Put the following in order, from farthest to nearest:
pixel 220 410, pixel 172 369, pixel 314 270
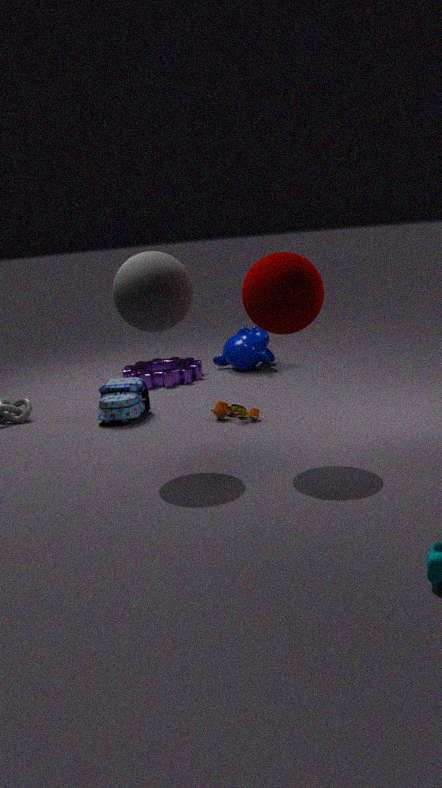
1. pixel 172 369
2. pixel 220 410
3. pixel 314 270
